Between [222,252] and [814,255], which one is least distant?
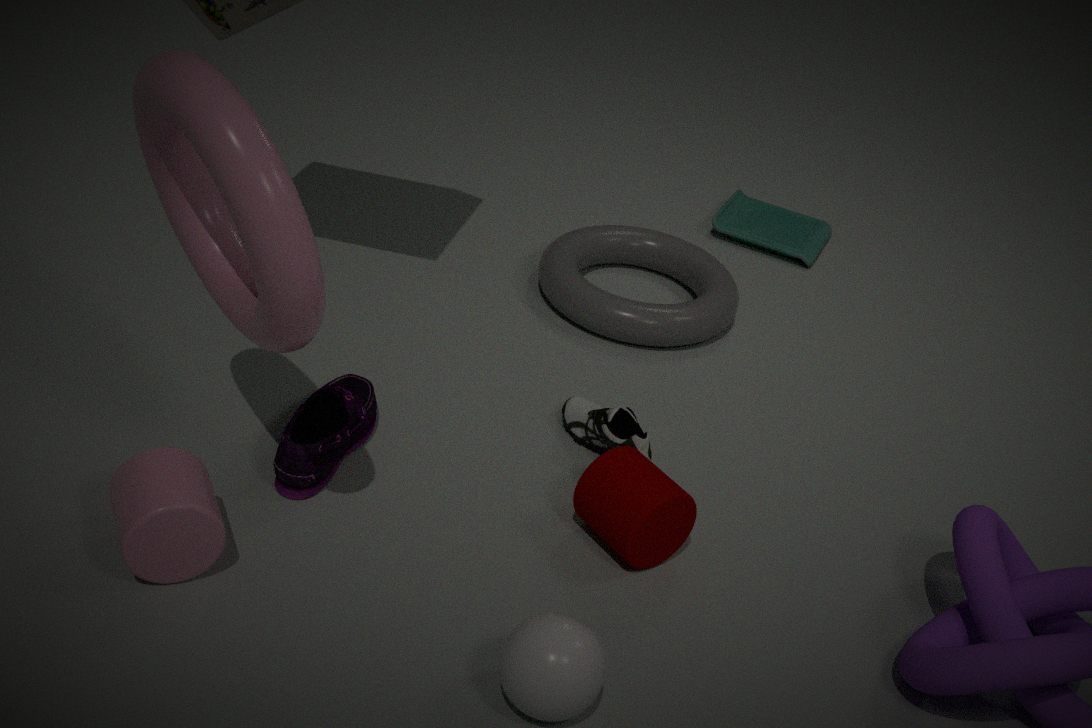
[222,252]
